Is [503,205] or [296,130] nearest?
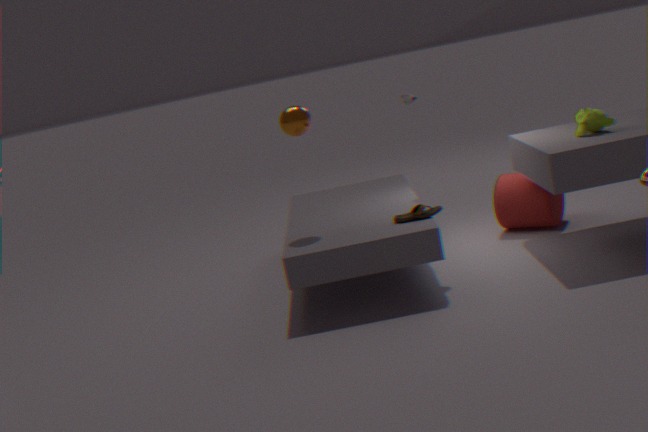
[296,130]
